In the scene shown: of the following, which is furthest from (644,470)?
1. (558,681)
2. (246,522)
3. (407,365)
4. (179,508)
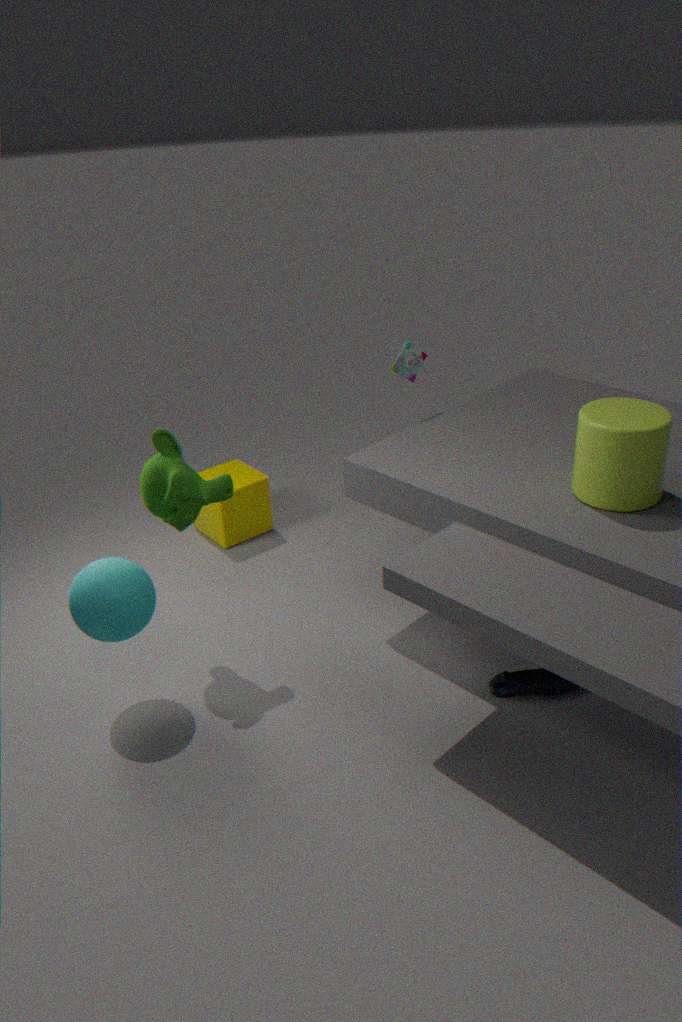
(246,522)
